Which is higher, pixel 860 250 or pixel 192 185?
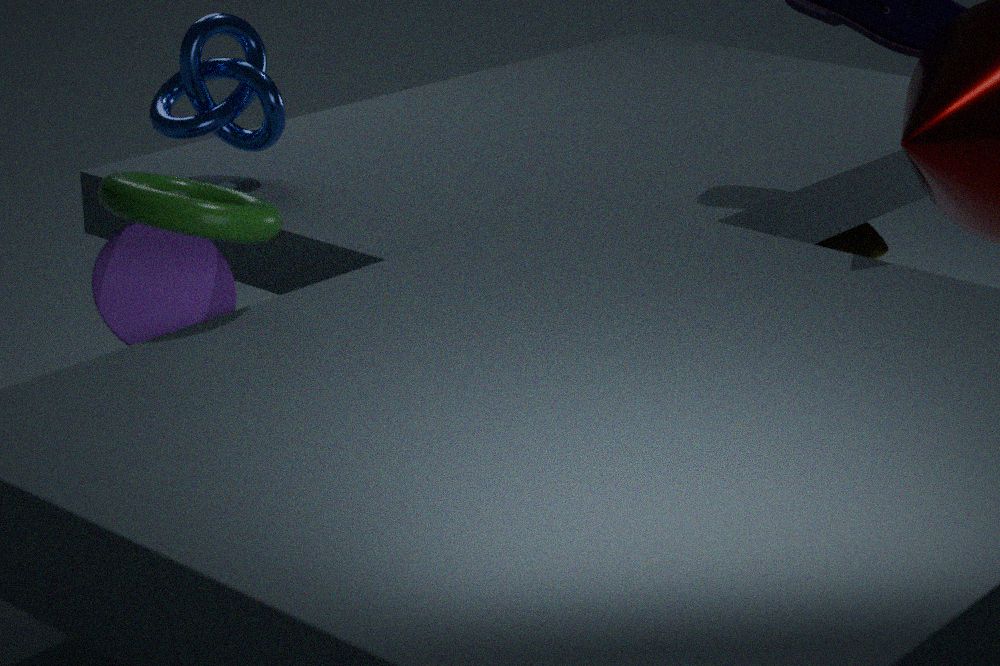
pixel 192 185
